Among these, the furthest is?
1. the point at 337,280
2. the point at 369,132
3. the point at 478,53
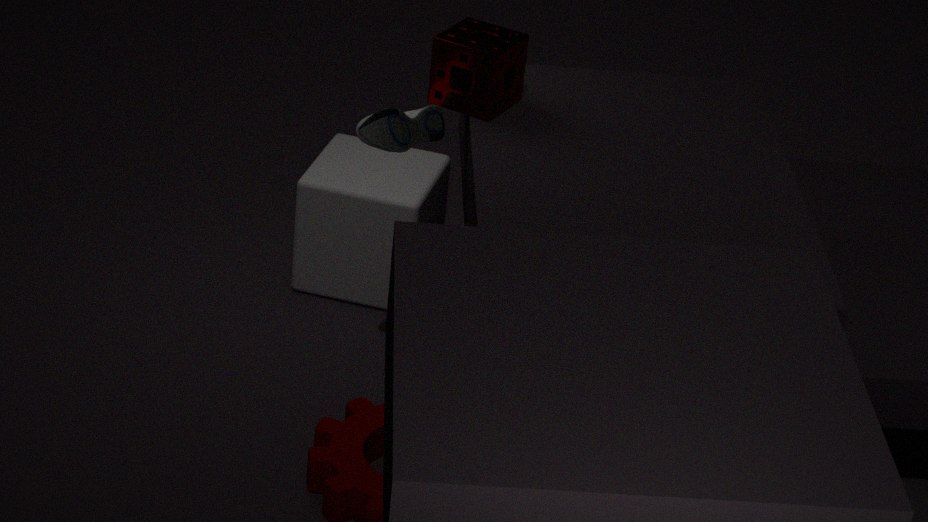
the point at 337,280
